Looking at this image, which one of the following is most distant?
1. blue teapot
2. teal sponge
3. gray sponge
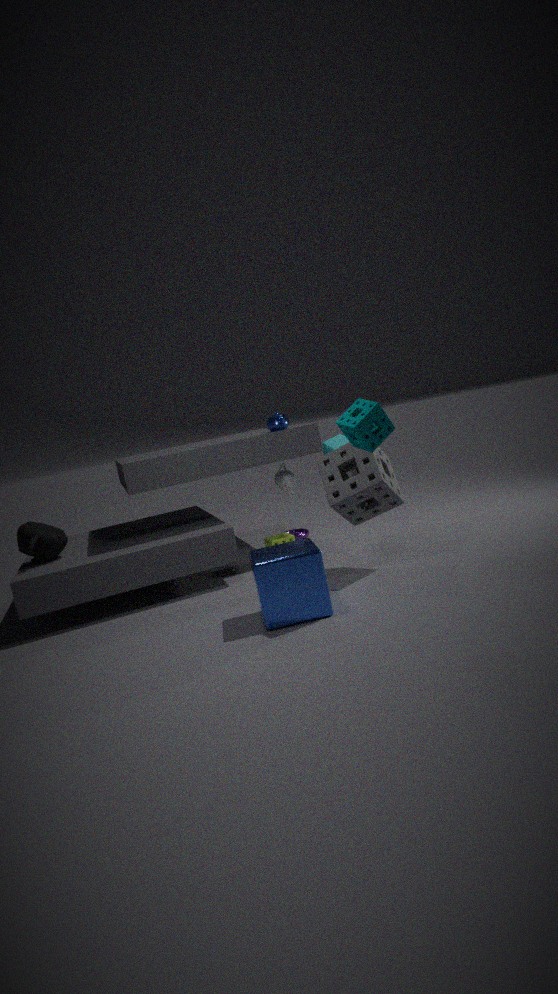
blue teapot
